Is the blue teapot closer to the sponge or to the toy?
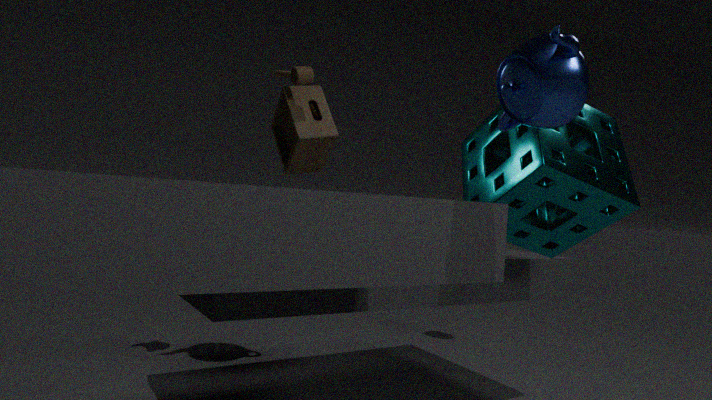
the toy
